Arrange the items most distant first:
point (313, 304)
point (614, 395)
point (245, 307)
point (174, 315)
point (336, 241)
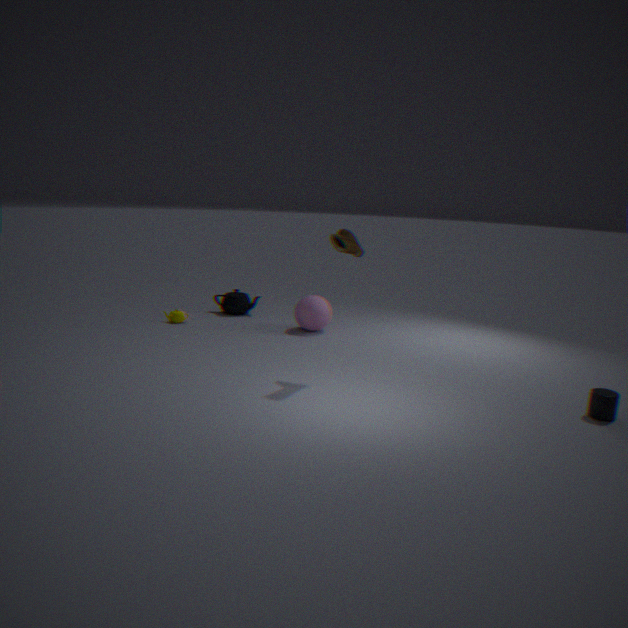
point (245, 307) → point (174, 315) → point (313, 304) → point (336, 241) → point (614, 395)
